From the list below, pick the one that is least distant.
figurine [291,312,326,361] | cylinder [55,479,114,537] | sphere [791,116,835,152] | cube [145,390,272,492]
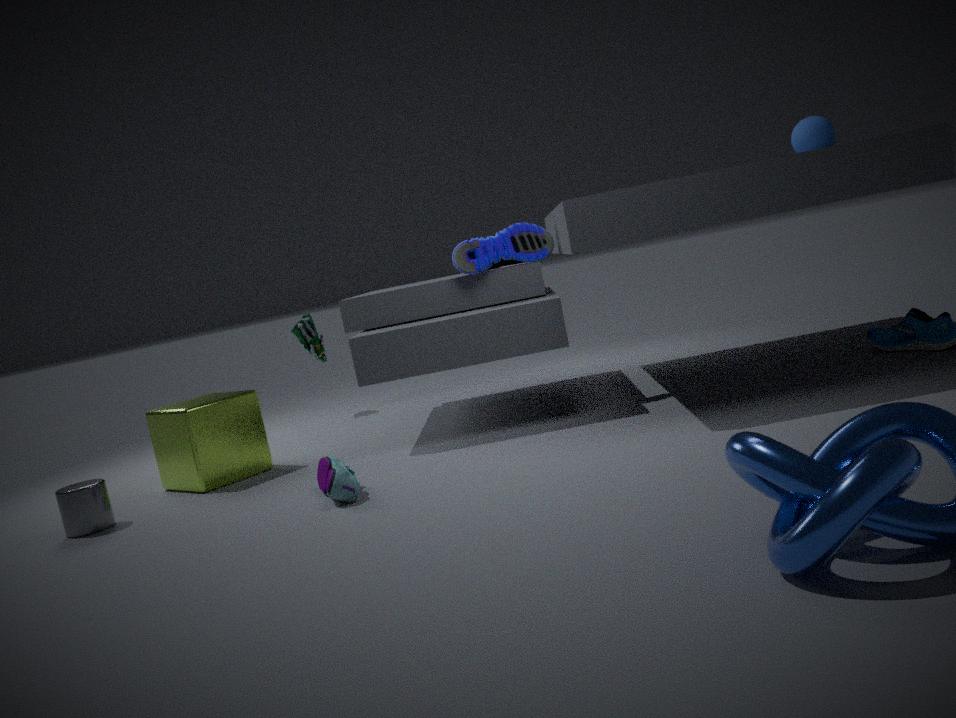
cylinder [55,479,114,537]
